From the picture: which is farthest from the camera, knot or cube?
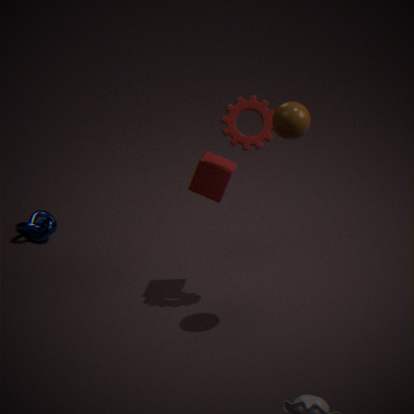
knot
